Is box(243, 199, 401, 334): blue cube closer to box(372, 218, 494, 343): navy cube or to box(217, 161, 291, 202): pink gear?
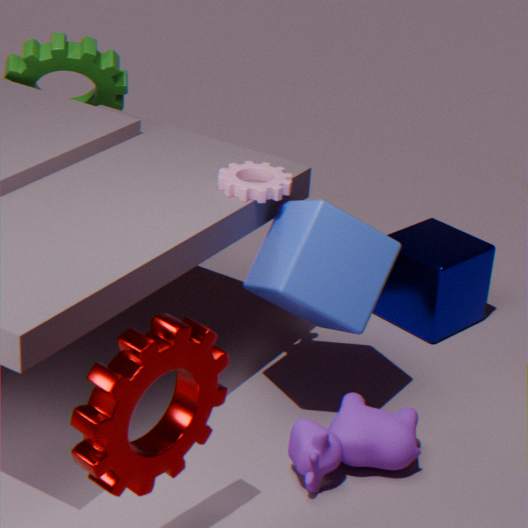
box(217, 161, 291, 202): pink gear
